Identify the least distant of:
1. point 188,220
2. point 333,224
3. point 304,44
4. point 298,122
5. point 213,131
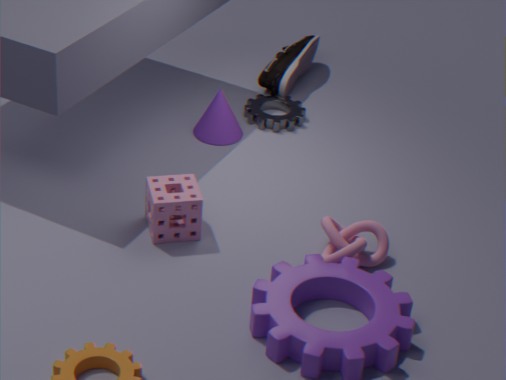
point 188,220
